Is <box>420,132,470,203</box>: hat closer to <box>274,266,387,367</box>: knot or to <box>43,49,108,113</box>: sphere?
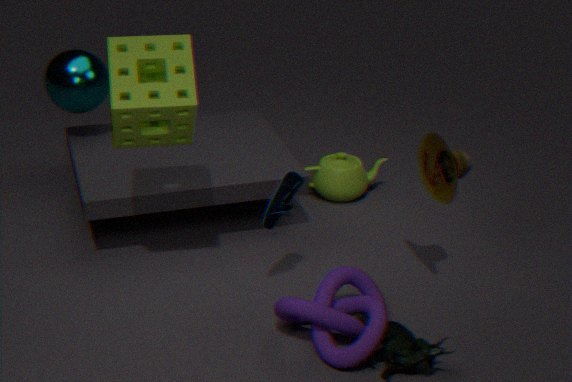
<box>274,266,387,367</box>: knot
